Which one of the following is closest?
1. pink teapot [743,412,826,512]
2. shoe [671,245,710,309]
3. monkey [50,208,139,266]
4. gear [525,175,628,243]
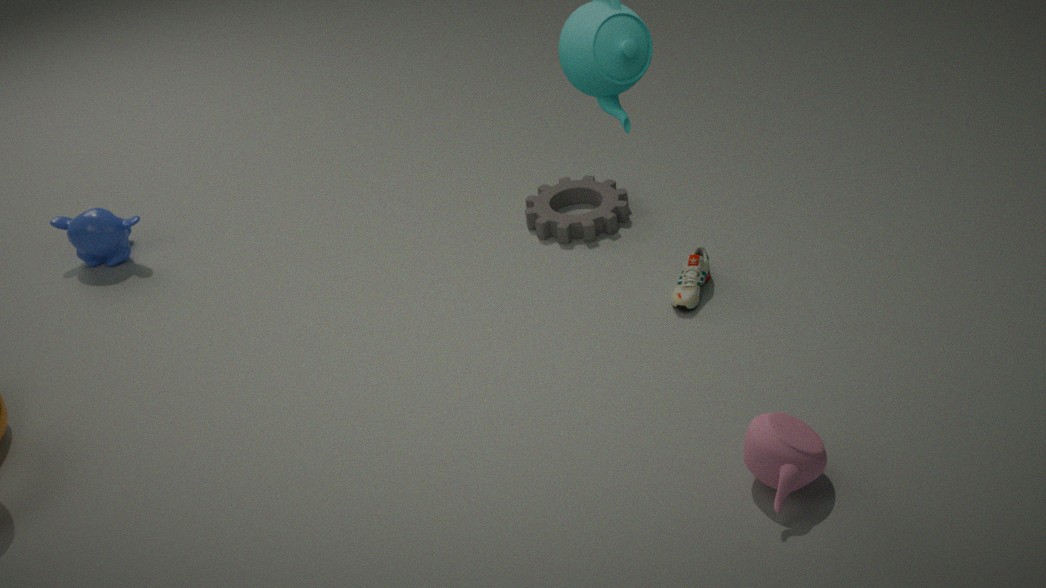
pink teapot [743,412,826,512]
